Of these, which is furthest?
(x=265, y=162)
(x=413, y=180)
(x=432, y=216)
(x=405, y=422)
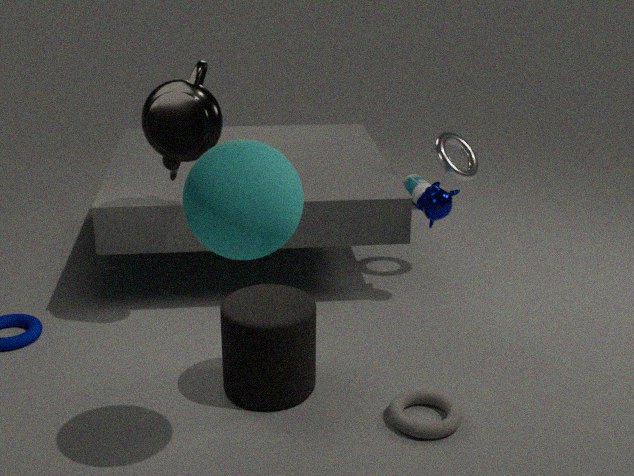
(x=413, y=180)
